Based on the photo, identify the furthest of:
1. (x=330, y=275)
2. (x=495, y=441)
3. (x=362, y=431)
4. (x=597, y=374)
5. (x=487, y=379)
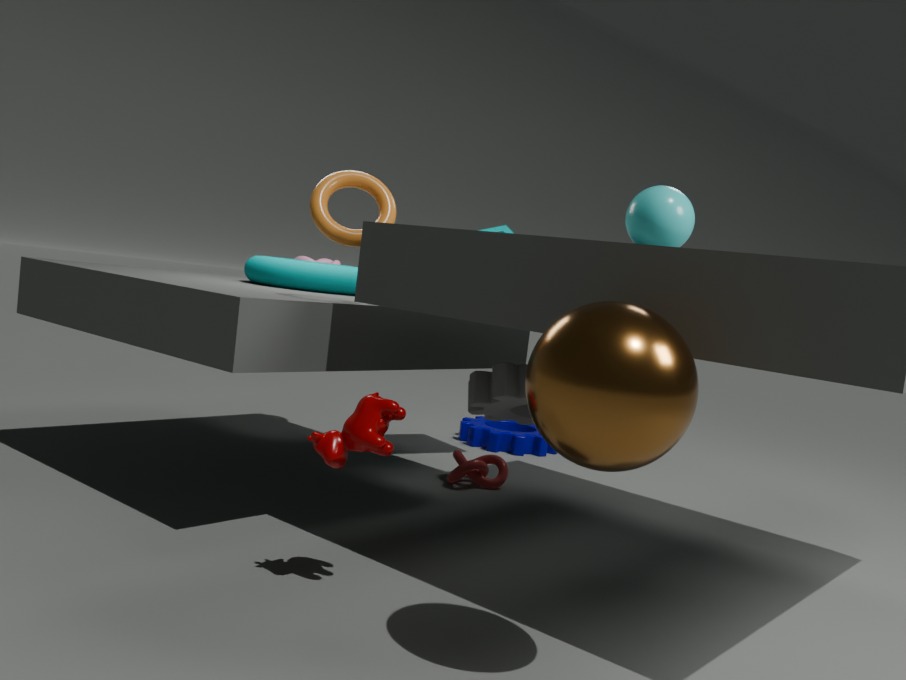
(x=495, y=441)
